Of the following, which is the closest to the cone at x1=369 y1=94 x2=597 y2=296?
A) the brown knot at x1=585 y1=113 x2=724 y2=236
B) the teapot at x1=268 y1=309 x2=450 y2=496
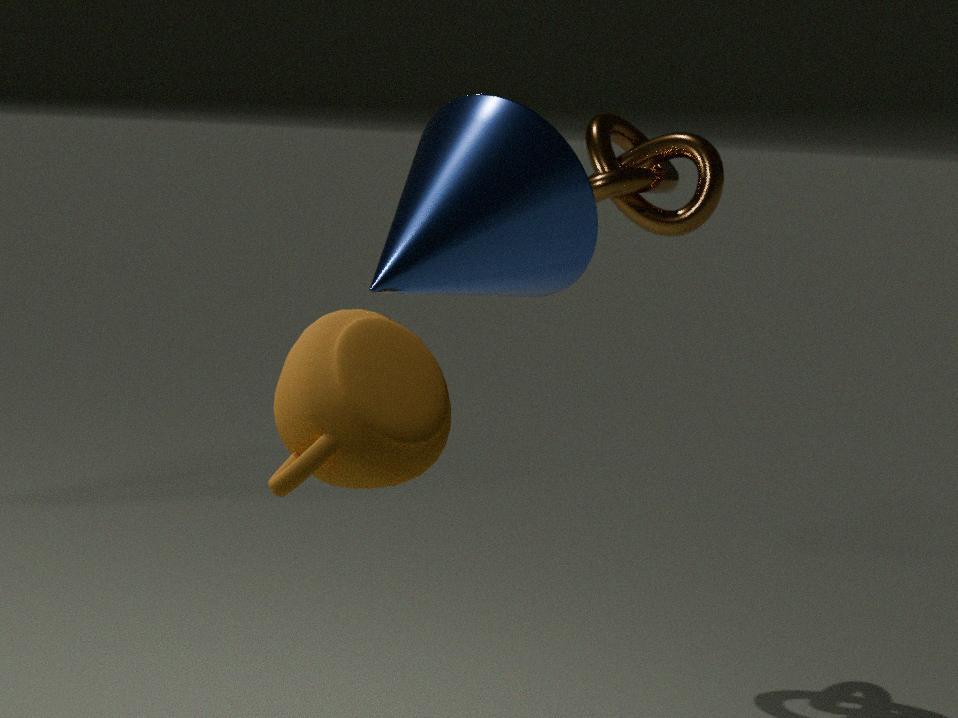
the teapot at x1=268 y1=309 x2=450 y2=496
